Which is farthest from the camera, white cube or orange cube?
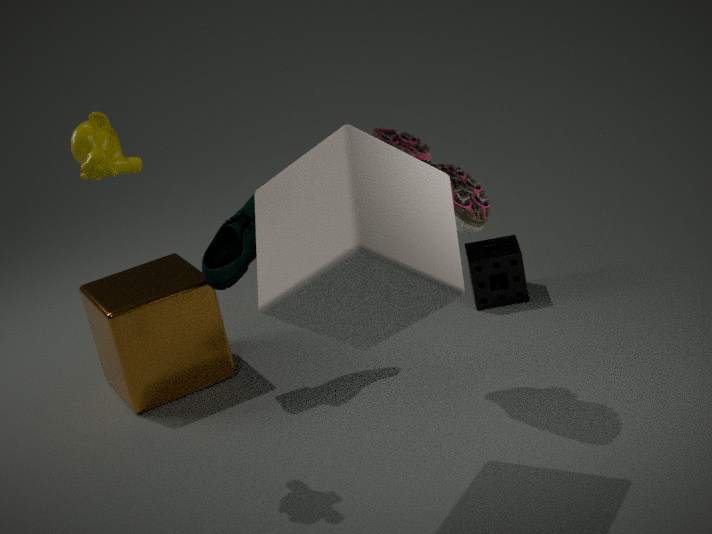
orange cube
